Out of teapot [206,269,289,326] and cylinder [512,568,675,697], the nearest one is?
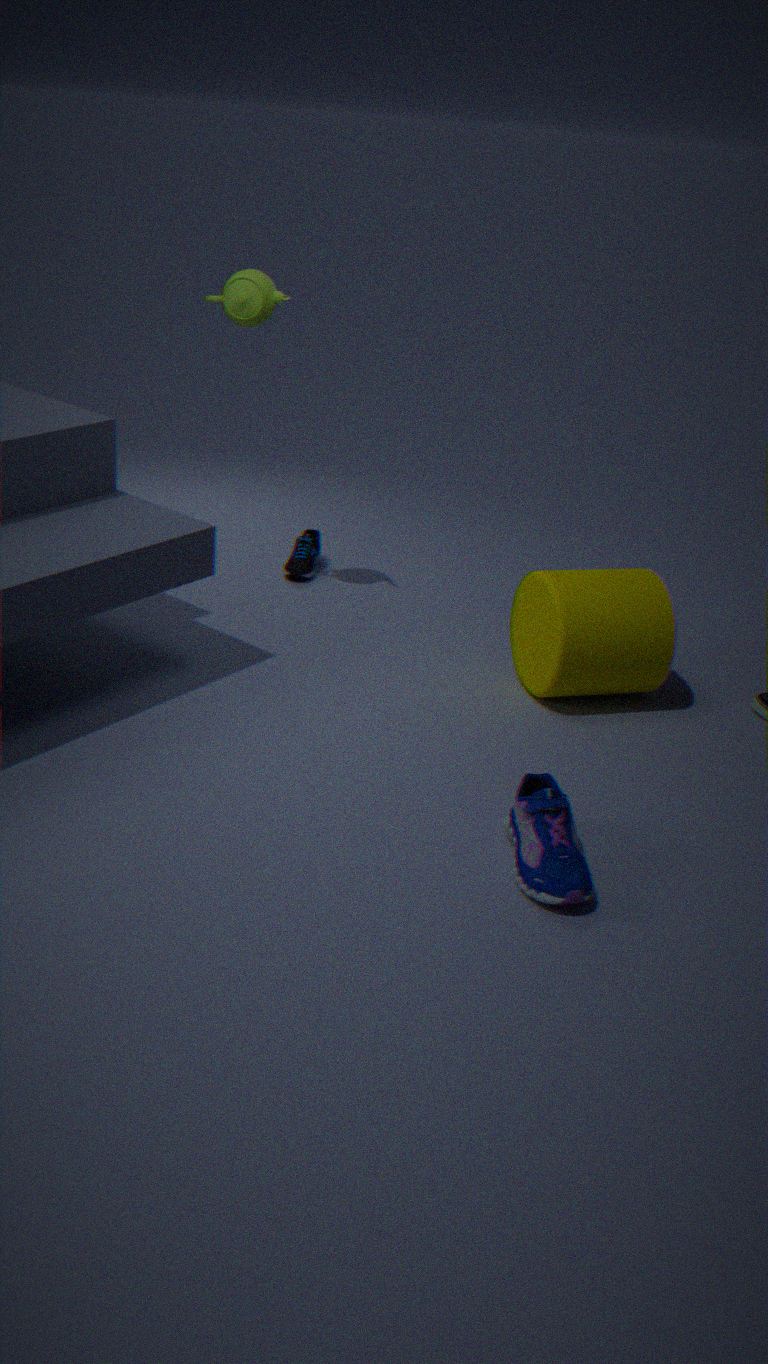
cylinder [512,568,675,697]
